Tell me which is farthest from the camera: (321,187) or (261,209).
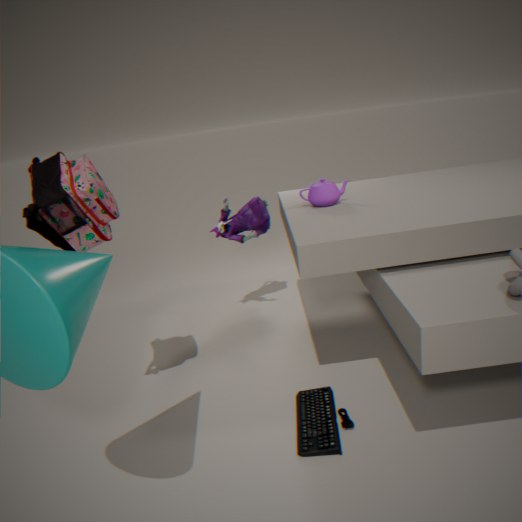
(261,209)
